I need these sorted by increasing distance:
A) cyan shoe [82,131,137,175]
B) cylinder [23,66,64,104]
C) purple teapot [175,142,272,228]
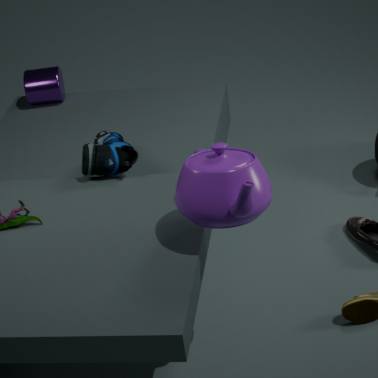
purple teapot [175,142,272,228] → cyan shoe [82,131,137,175] → cylinder [23,66,64,104]
